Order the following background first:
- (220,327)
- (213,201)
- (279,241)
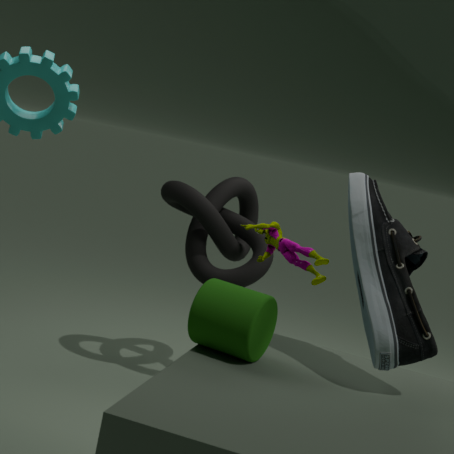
(213,201), (279,241), (220,327)
